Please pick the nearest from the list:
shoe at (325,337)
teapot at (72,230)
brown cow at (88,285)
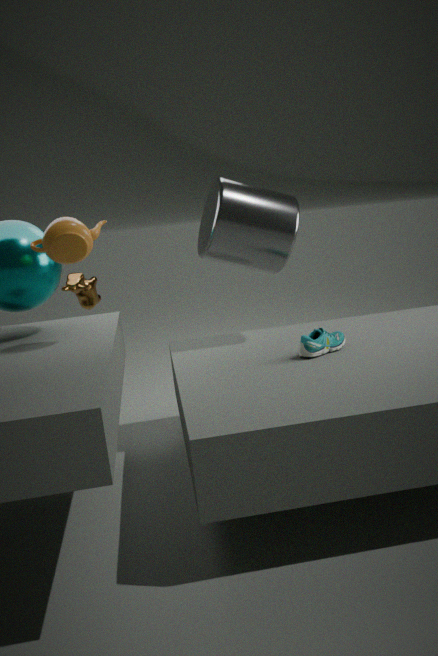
teapot at (72,230)
